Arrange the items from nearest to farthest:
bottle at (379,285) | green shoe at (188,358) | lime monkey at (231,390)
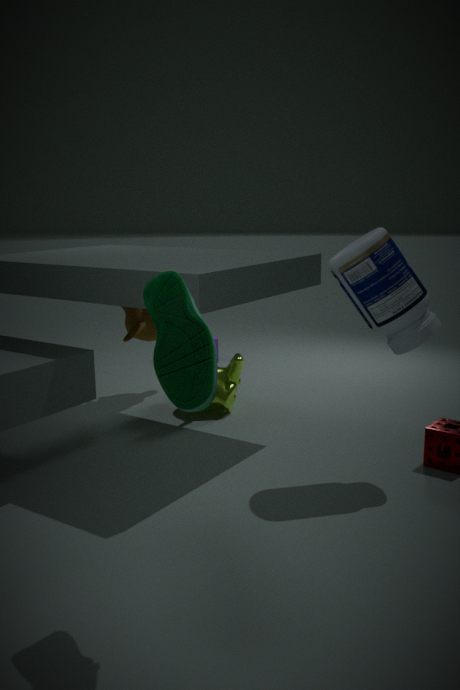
green shoe at (188,358), bottle at (379,285), lime monkey at (231,390)
